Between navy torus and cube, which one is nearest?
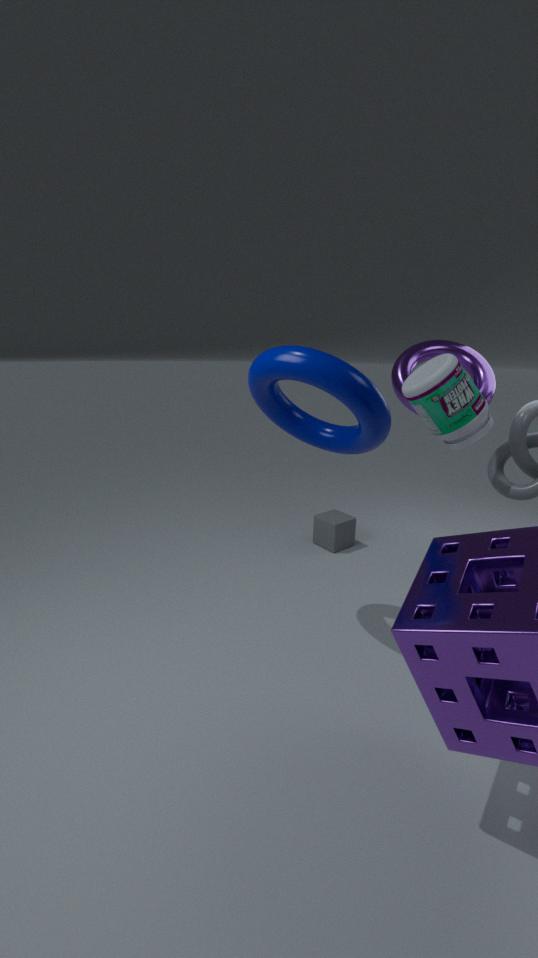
navy torus
